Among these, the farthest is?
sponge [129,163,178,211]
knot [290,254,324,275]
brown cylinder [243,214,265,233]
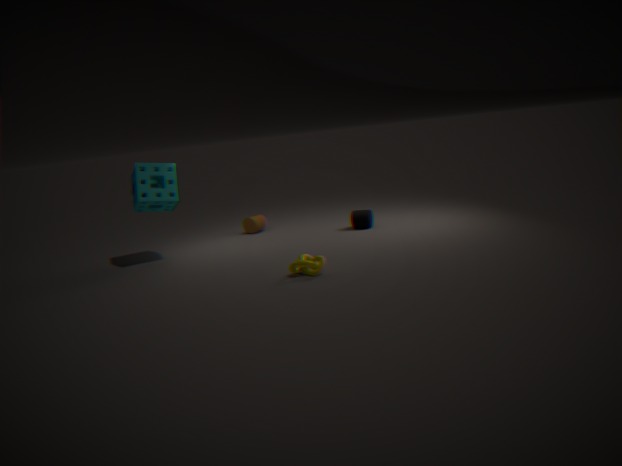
brown cylinder [243,214,265,233]
